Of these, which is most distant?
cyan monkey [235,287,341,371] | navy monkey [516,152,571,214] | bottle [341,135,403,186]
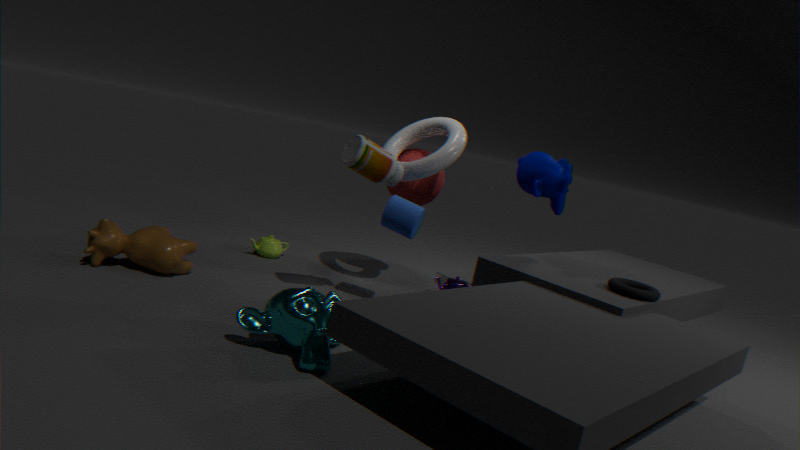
navy monkey [516,152,571,214]
